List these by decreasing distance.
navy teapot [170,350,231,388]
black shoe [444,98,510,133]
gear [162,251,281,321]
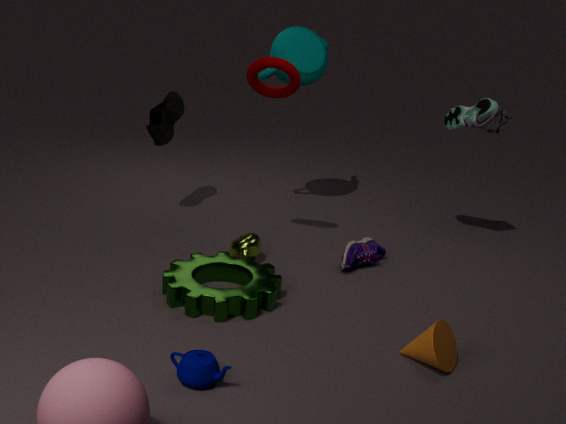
black shoe [444,98,510,133]
gear [162,251,281,321]
navy teapot [170,350,231,388]
